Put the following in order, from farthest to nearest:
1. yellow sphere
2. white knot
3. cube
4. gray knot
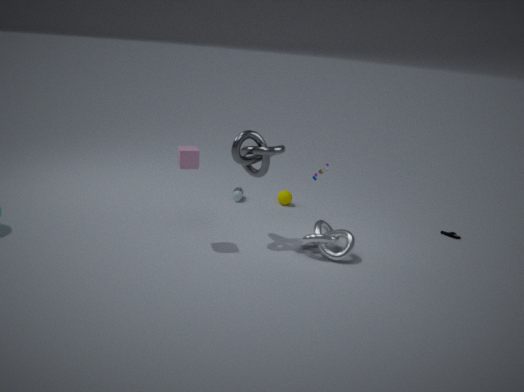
1. yellow sphere
2. white knot
3. gray knot
4. cube
